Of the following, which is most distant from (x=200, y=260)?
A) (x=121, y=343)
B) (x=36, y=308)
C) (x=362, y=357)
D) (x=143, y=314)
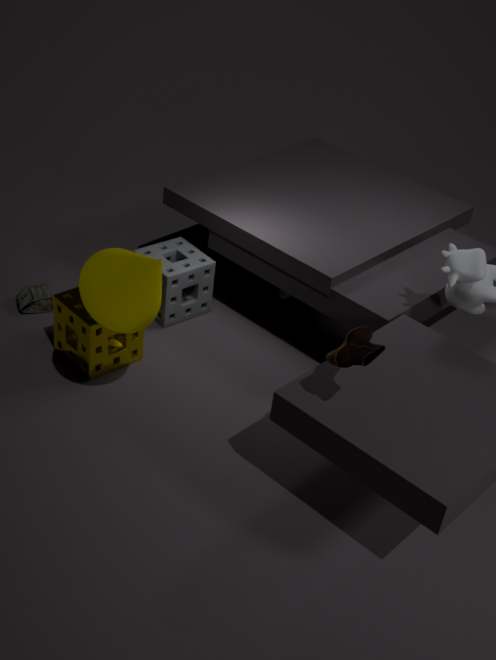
(x=362, y=357)
